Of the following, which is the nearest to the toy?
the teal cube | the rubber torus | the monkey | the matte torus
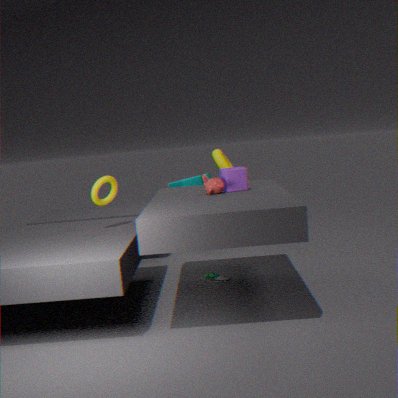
the monkey
